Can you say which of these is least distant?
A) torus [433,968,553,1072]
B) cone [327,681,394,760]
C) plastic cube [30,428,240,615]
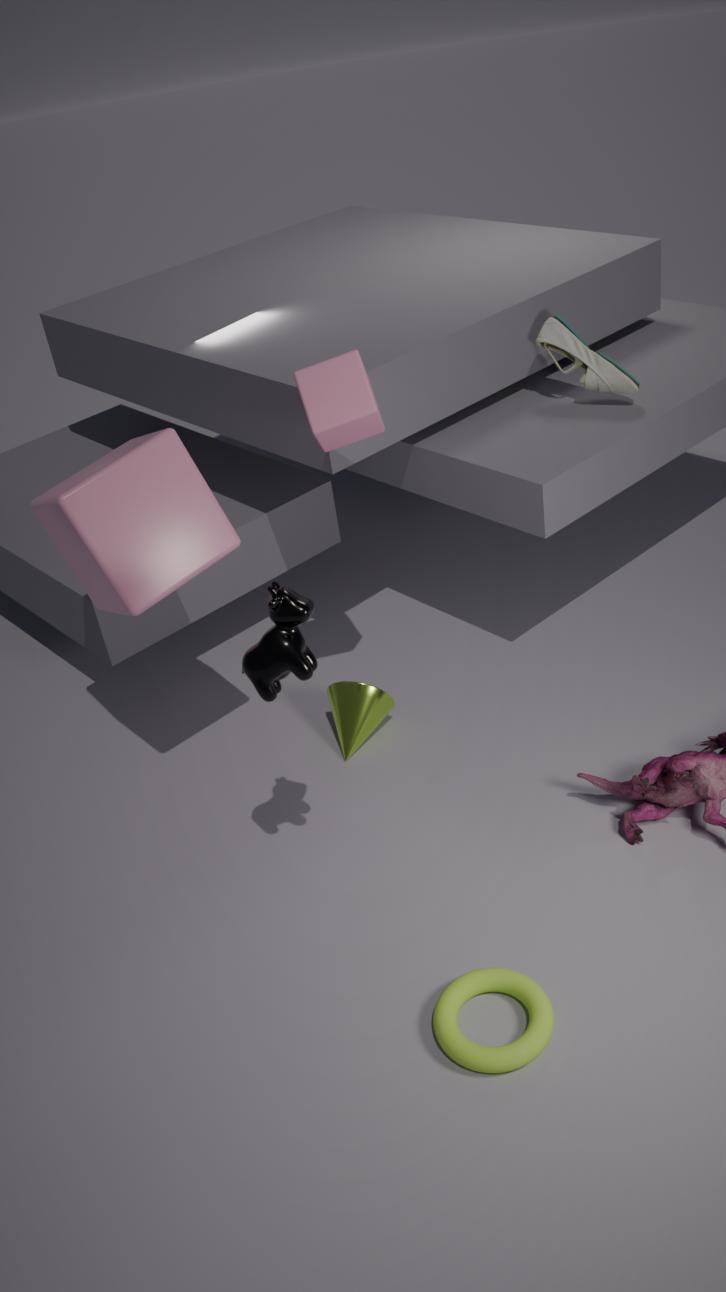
torus [433,968,553,1072]
